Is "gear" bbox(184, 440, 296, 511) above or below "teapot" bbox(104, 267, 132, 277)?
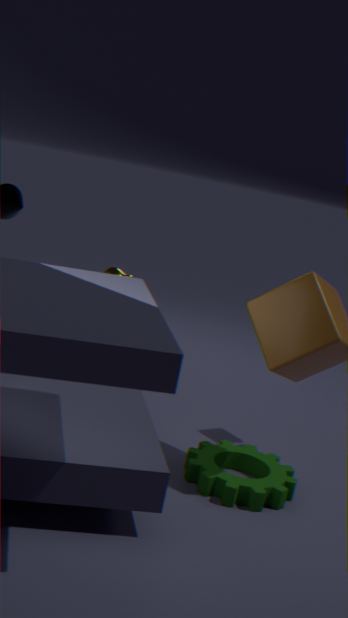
below
